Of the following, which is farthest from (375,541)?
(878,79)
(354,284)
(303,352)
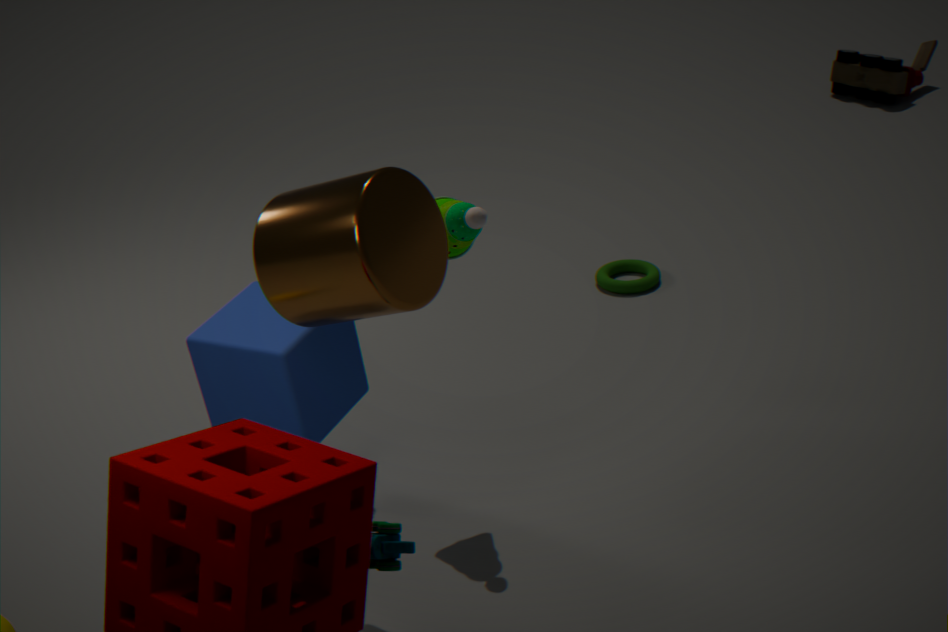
(878,79)
